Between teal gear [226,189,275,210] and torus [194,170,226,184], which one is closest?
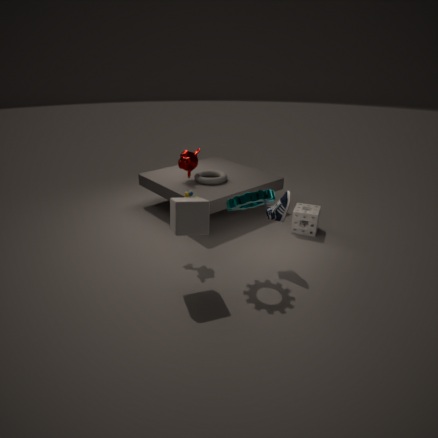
teal gear [226,189,275,210]
